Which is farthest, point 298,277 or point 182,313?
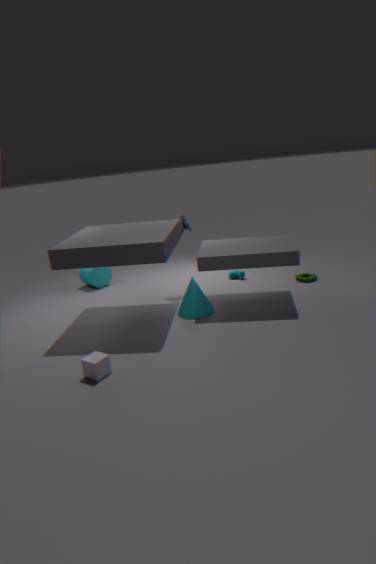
point 298,277
